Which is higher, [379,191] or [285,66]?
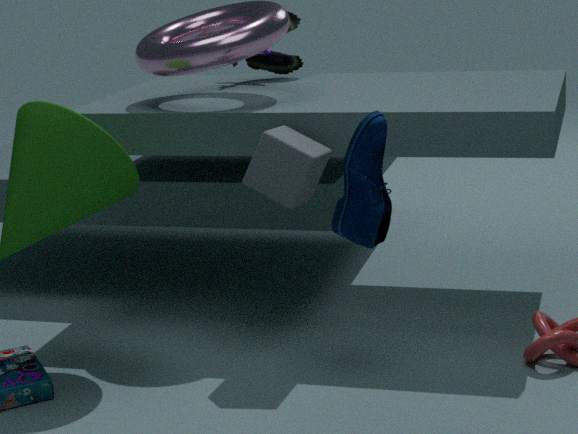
[285,66]
